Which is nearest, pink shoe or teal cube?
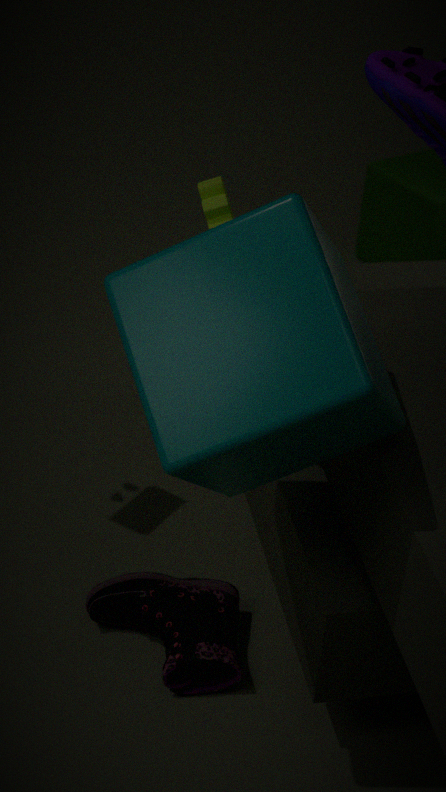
teal cube
